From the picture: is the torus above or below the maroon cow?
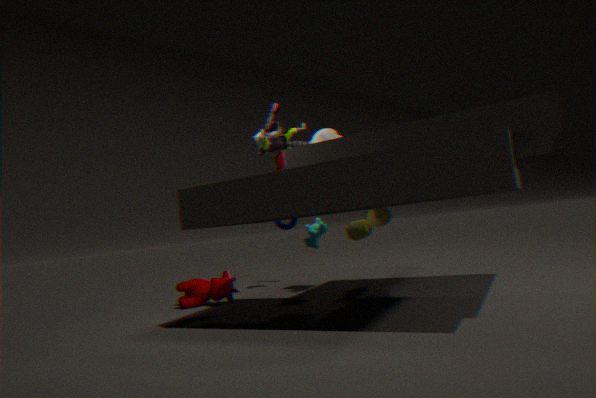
above
